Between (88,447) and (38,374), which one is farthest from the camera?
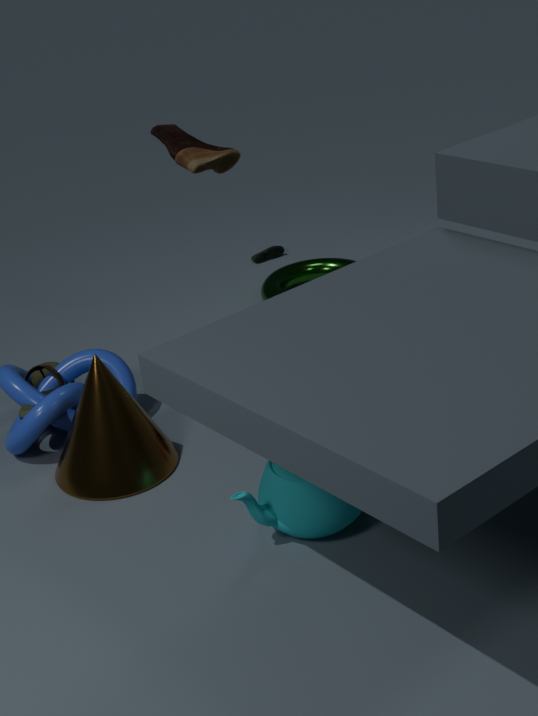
(38,374)
